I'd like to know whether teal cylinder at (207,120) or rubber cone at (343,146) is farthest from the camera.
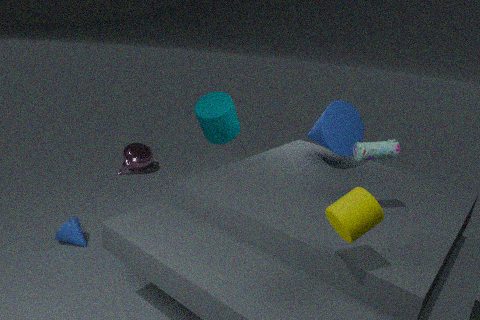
teal cylinder at (207,120)
